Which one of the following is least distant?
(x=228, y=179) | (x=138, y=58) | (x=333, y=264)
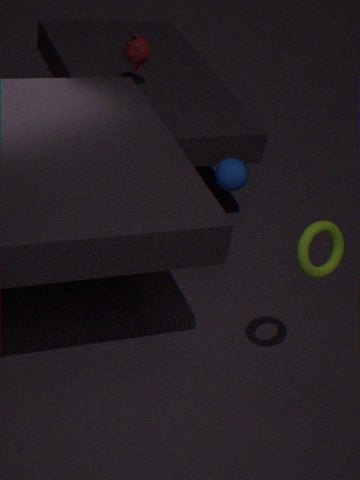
(x=333, y=264)
